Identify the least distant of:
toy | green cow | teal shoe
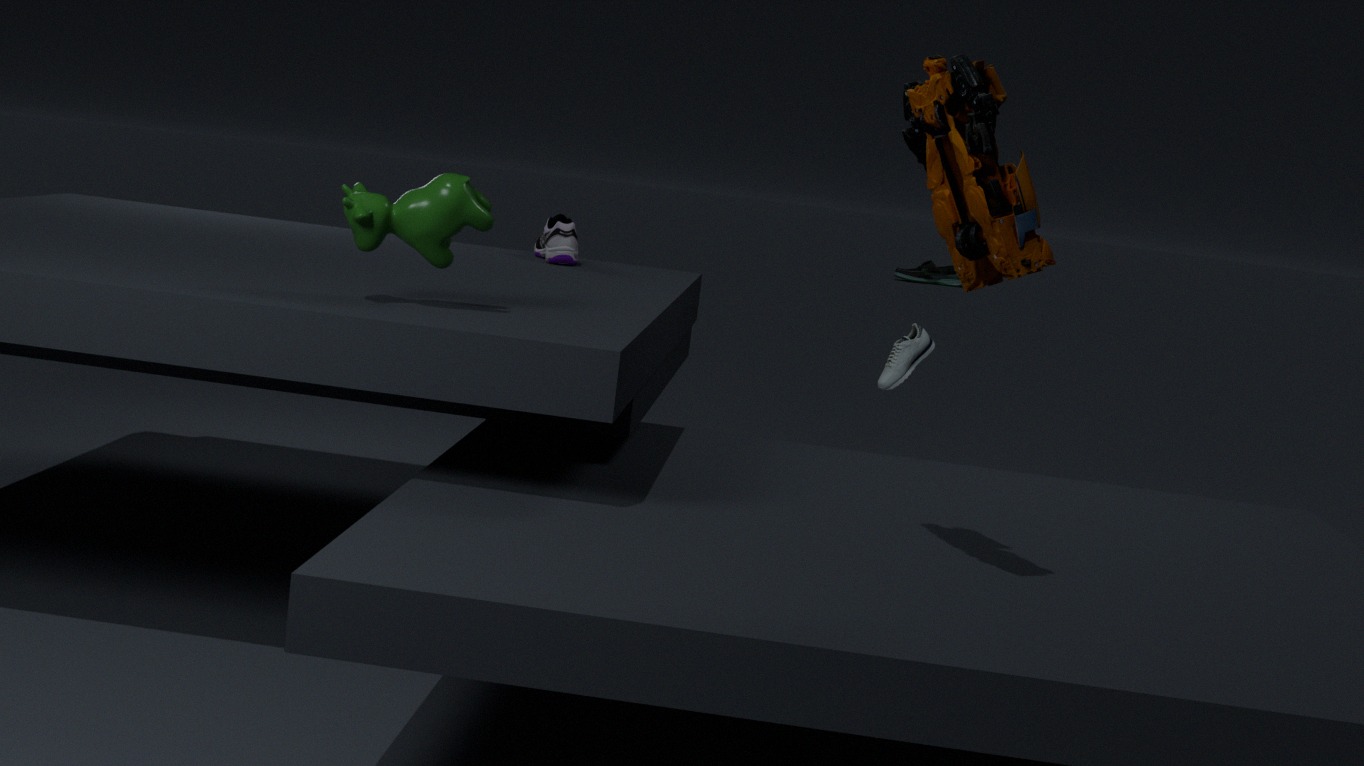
toy
